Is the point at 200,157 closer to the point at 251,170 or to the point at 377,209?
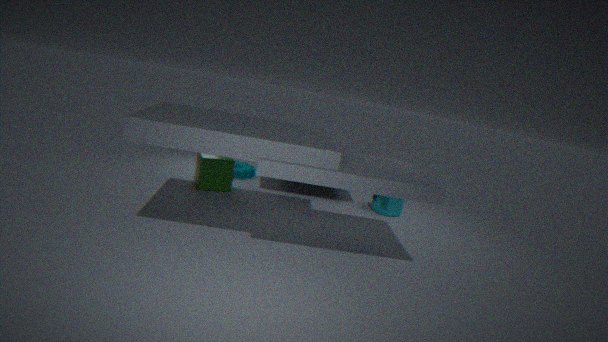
the point at 251,170
